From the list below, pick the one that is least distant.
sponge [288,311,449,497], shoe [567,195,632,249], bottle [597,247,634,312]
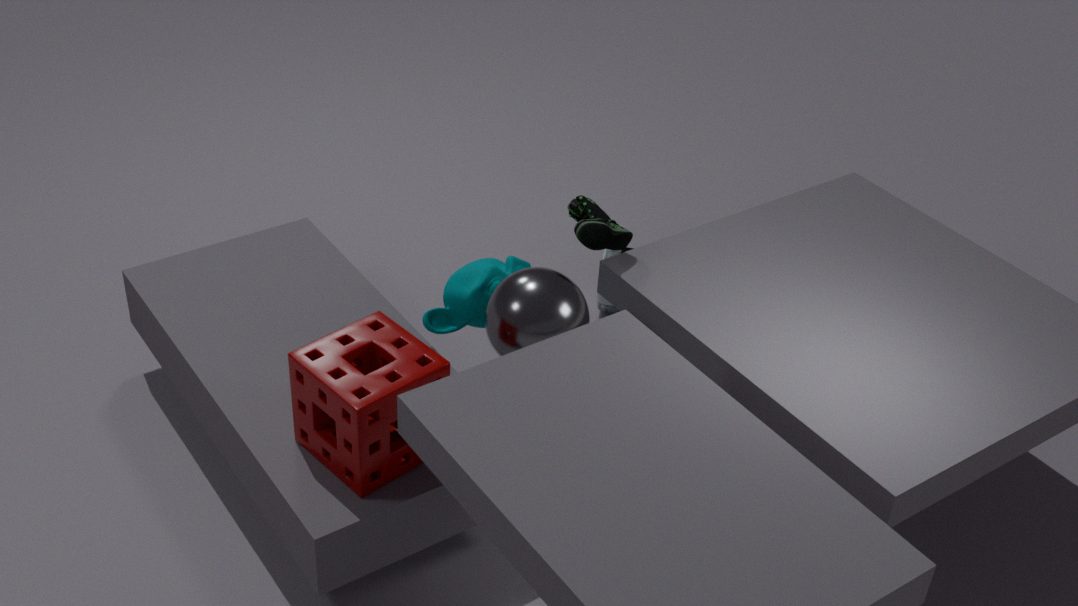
sponge [288,311,449,497]
